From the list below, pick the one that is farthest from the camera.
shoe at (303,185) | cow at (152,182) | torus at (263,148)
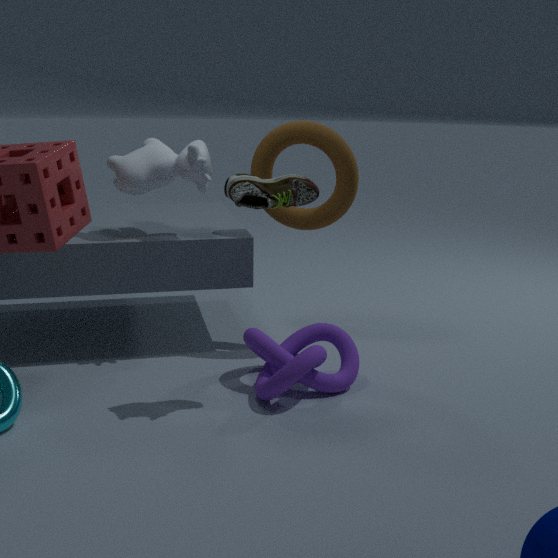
torus at (263,148)
